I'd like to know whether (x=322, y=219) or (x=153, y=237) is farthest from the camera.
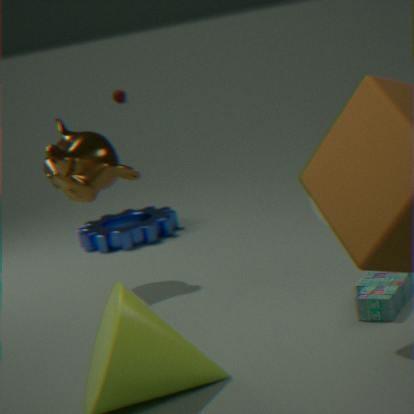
(x=153, y=237)
